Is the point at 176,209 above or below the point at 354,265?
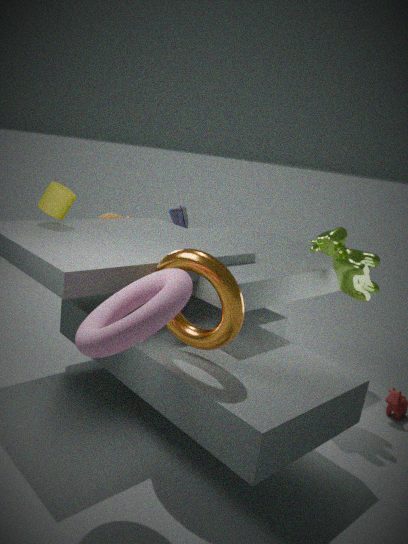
below
